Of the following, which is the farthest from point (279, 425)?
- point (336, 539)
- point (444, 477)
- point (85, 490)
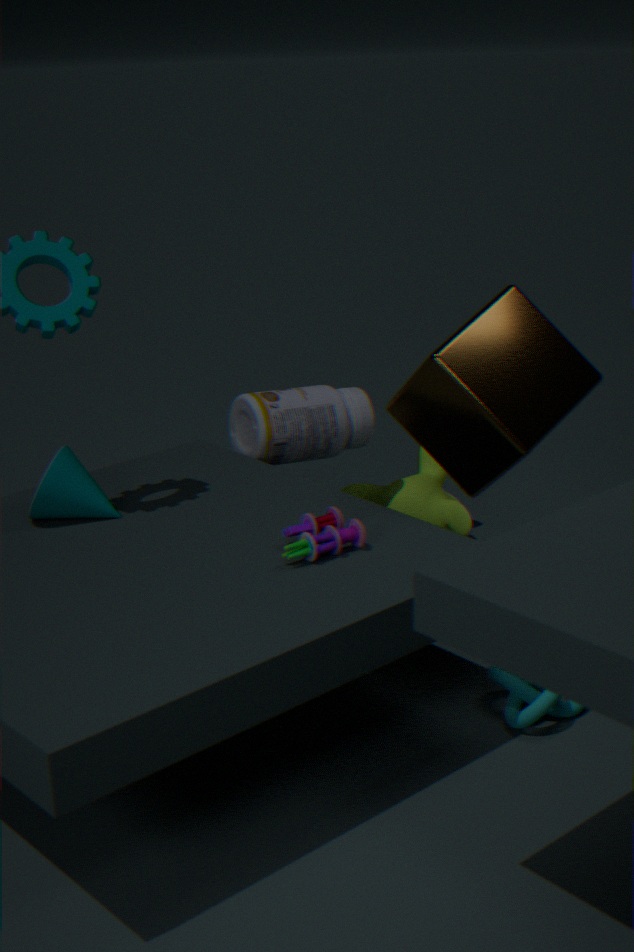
point (336, 539)
